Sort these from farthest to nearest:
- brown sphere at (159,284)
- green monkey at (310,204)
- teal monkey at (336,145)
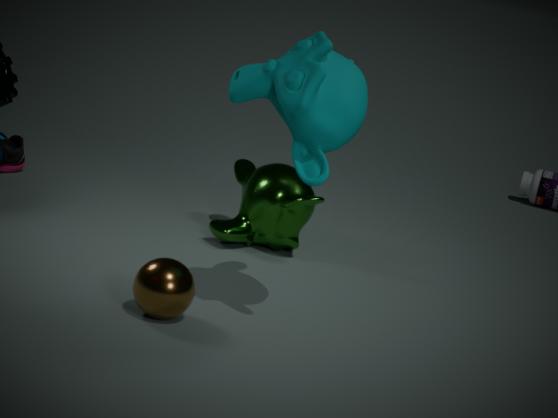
1. green monkey at (310,204)
2. brown sphere at (159,284)
3. teal monkey at (336,145)
